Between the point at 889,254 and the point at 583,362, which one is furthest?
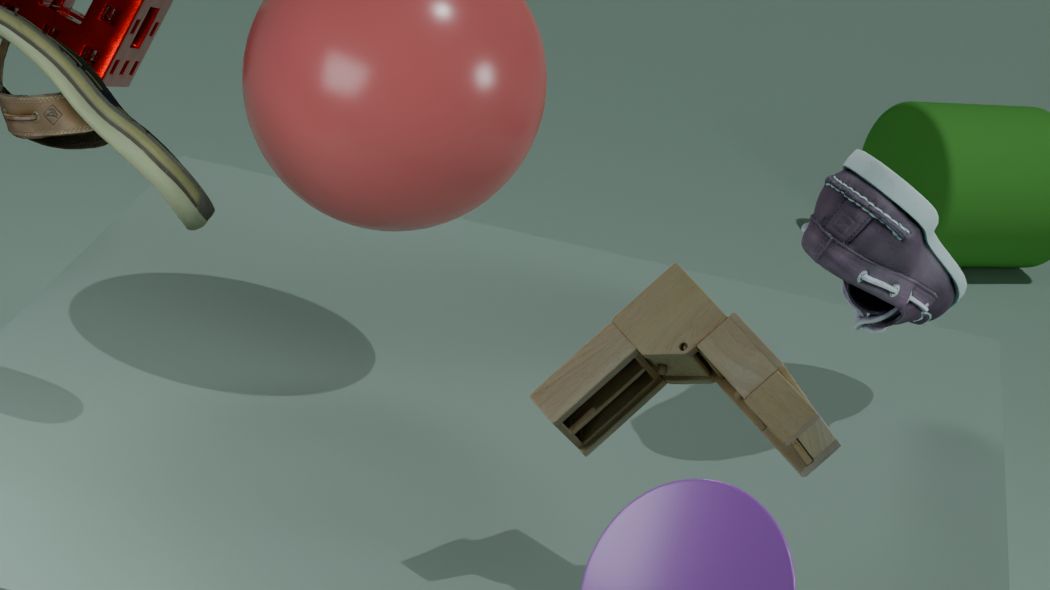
the point at 889,254
